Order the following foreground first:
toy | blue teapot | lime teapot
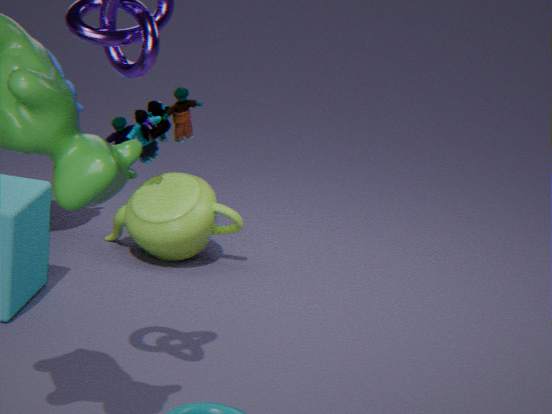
toy < lime teapot < blue teapot
